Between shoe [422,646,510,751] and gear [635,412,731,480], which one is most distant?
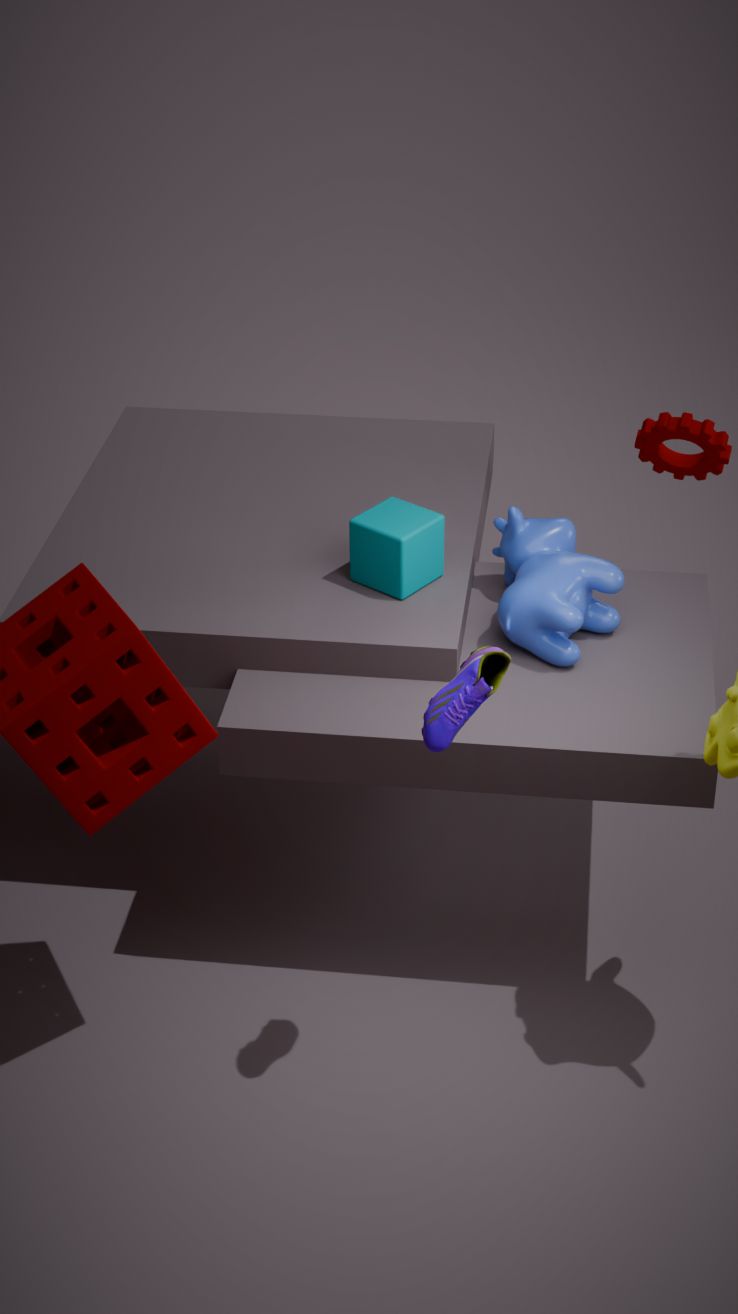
gear [635,412,731,480]
